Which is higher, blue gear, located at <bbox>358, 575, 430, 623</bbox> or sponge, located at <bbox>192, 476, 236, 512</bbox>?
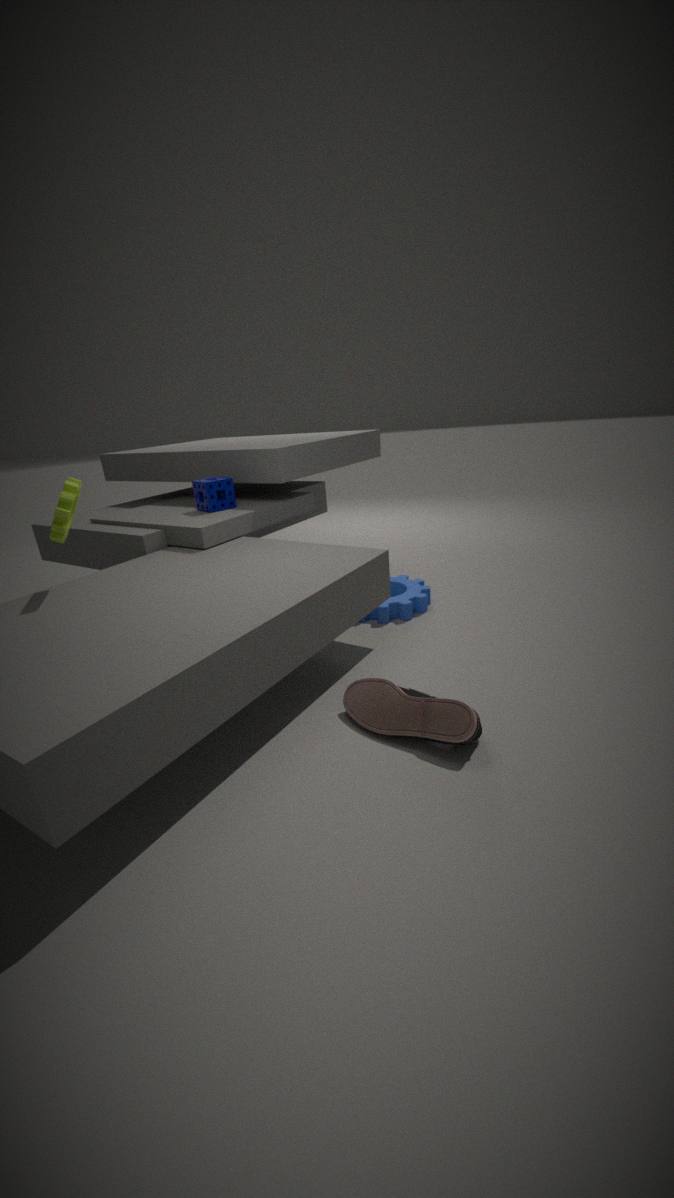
sponge, located at <bbox>192, 476, 236, 512</bbox>
